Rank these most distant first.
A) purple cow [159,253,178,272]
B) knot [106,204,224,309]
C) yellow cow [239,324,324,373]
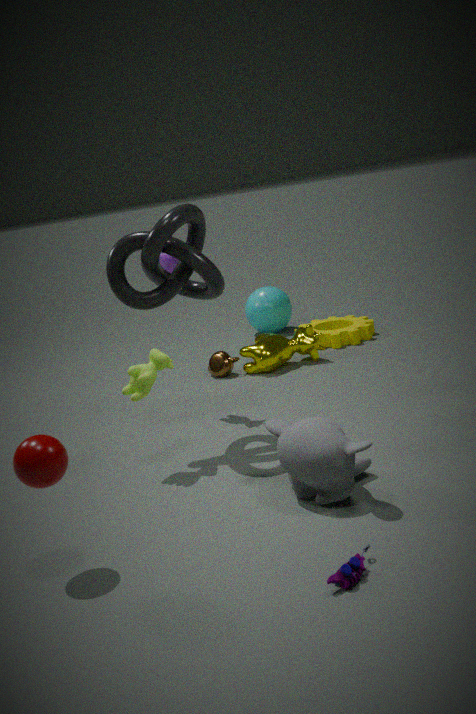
yellow cow [239,324,324,373], purple cow [159,253,178,272], knot [106,204,224,309]
